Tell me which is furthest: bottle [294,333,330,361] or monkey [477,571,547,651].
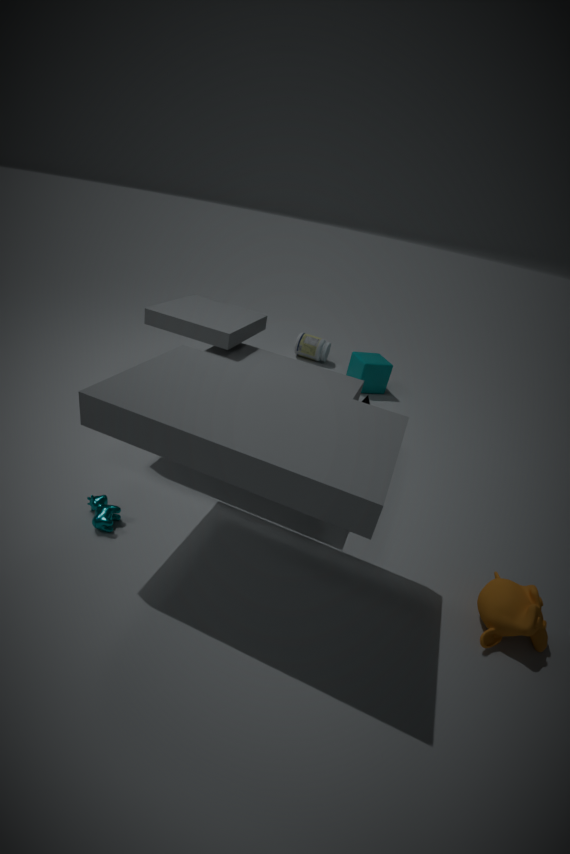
bottle [294,333,330,361]
